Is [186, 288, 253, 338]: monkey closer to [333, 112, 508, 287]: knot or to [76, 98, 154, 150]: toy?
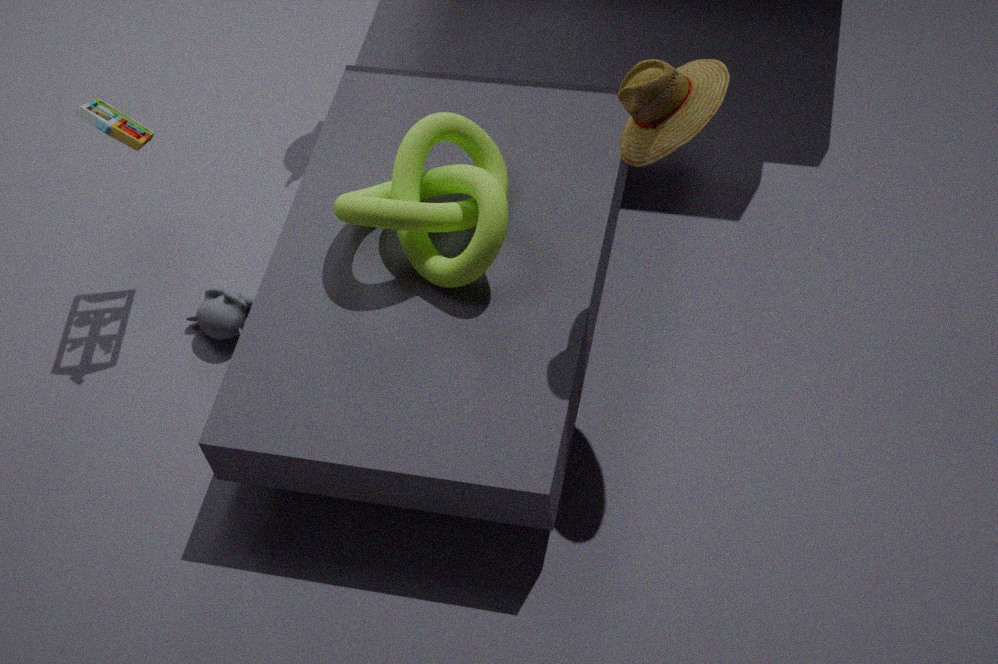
[333, 112, 508, 287]: knot
